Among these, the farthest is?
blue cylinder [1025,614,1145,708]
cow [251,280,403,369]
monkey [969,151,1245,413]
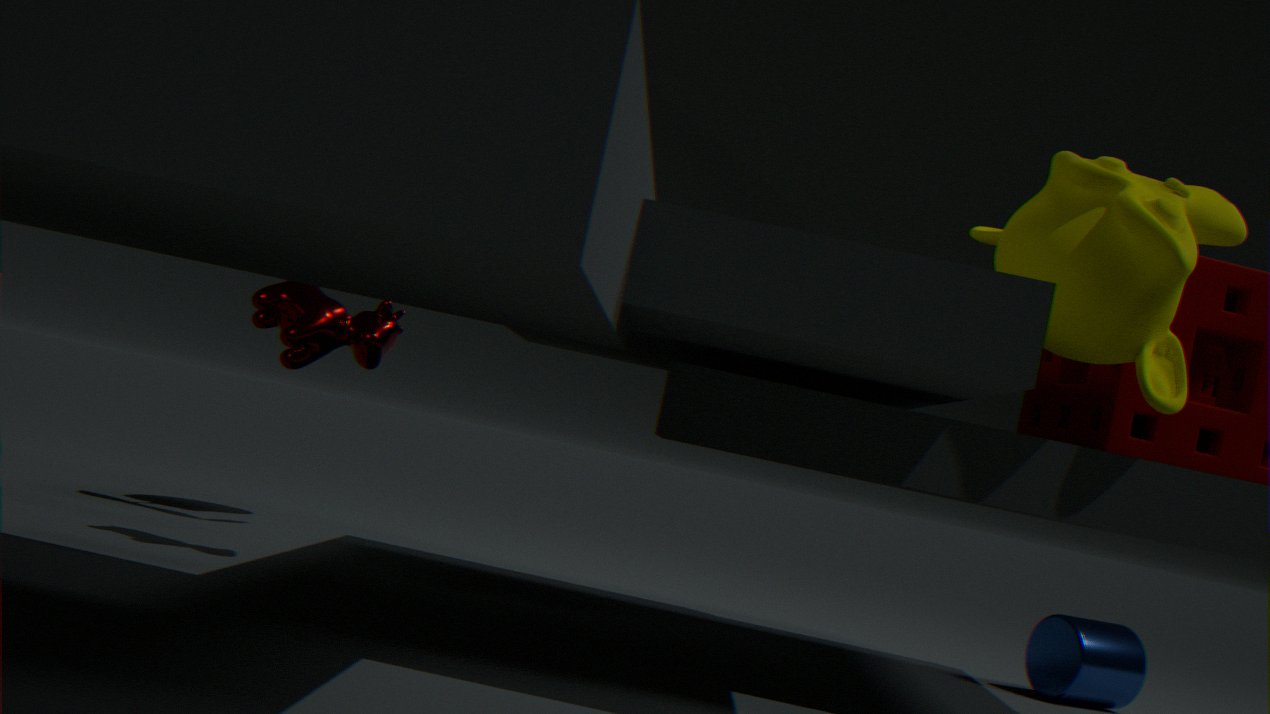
blue cylinder [1025,614,1145,708]
